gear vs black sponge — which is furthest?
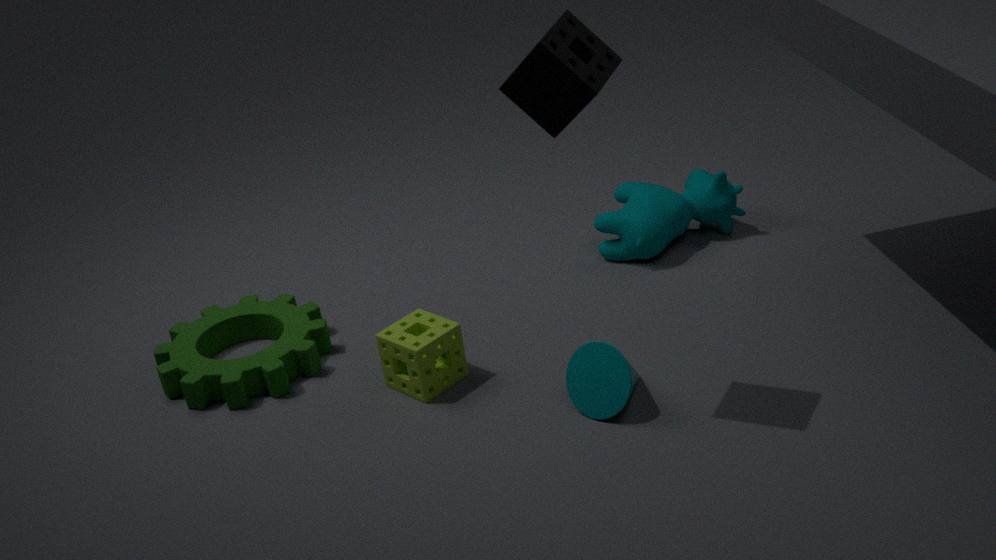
gear
